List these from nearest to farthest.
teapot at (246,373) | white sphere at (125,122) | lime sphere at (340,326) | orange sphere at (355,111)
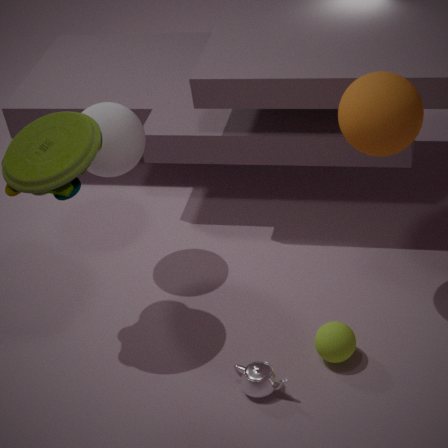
orange sphere at (355,111) < teapot at (246,373) < lime sphere at (340,326) < white sphere at (125,122)
